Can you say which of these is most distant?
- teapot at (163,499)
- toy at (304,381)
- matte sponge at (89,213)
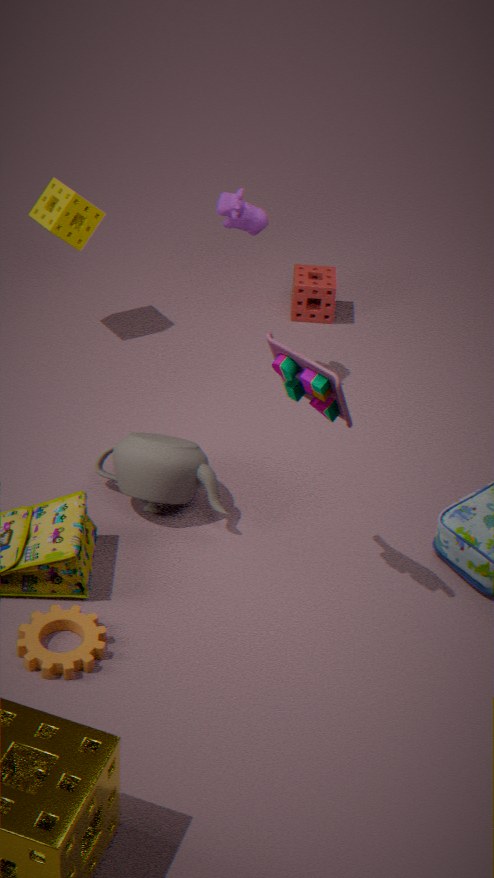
matte sponge at (89,213)
